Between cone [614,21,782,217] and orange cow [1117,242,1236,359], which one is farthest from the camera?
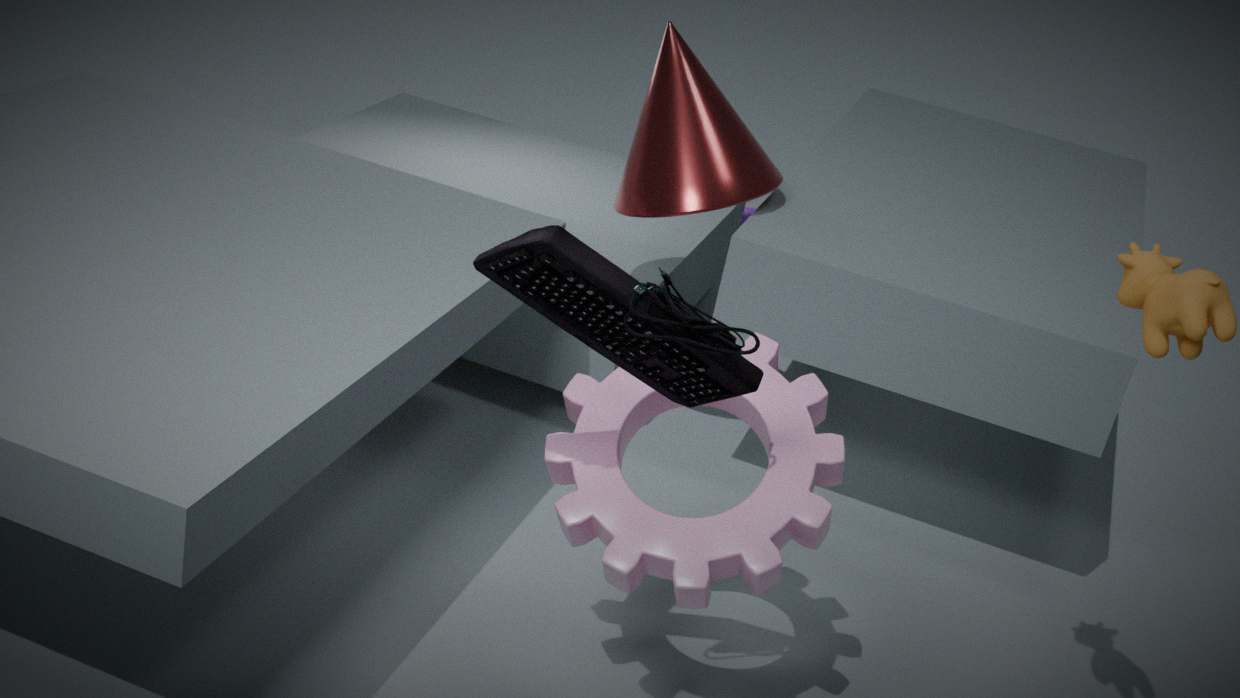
cone [614,21,782,217]
